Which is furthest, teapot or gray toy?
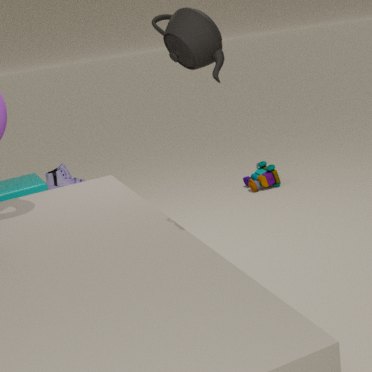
gray toy
